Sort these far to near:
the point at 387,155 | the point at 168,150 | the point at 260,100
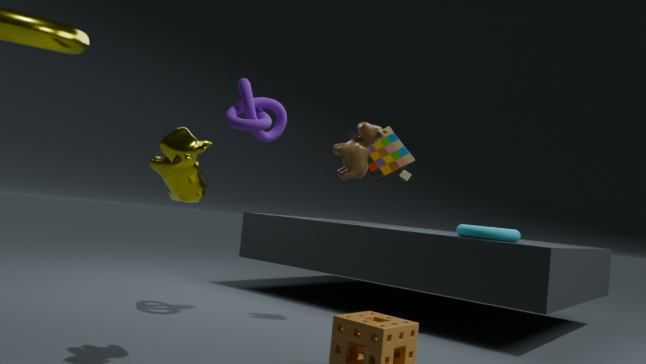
the point at 387,155 → the point at 260,100 → the point at 168,150
